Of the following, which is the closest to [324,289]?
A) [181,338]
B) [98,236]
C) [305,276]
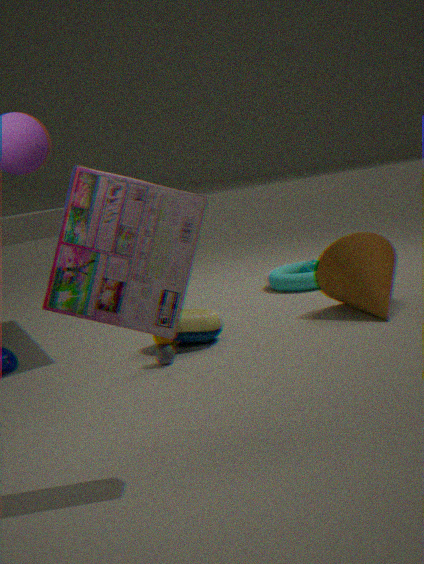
[305,276]
